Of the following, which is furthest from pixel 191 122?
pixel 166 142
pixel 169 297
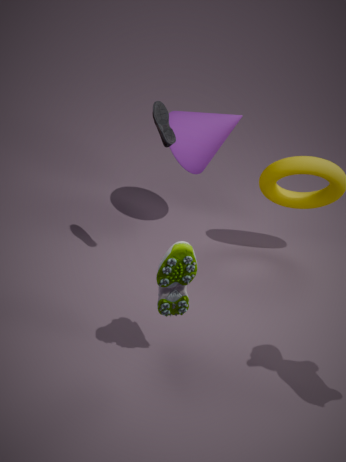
pixel 169 297
